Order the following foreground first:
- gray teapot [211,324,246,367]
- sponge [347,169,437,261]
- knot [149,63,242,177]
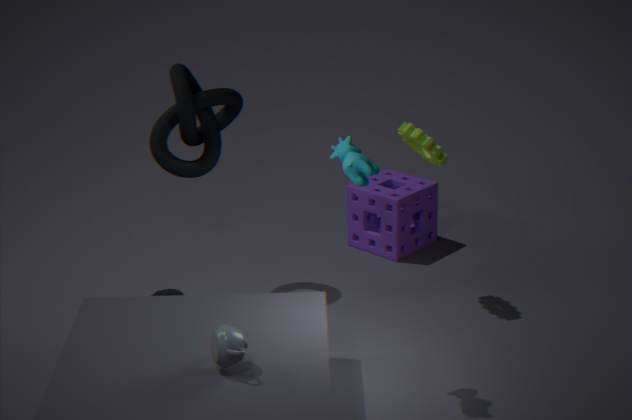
gray teapot [211,324,246,367] < knot [149,63,242,177] < sponge [347,169,437,261]
